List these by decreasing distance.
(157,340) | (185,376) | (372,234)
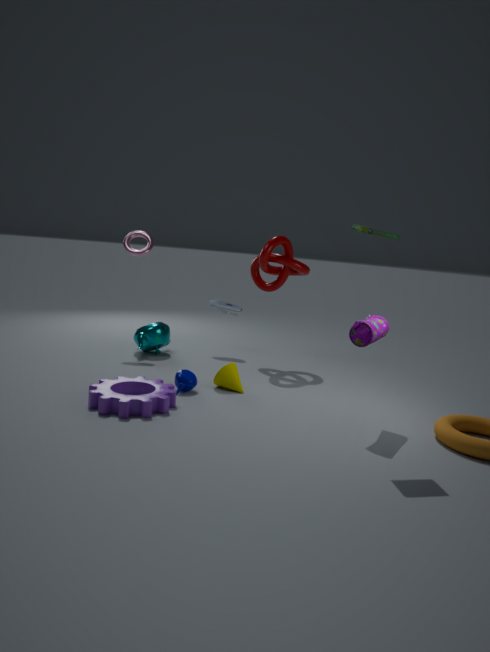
(157,340) → (185,376) → (372,234)
